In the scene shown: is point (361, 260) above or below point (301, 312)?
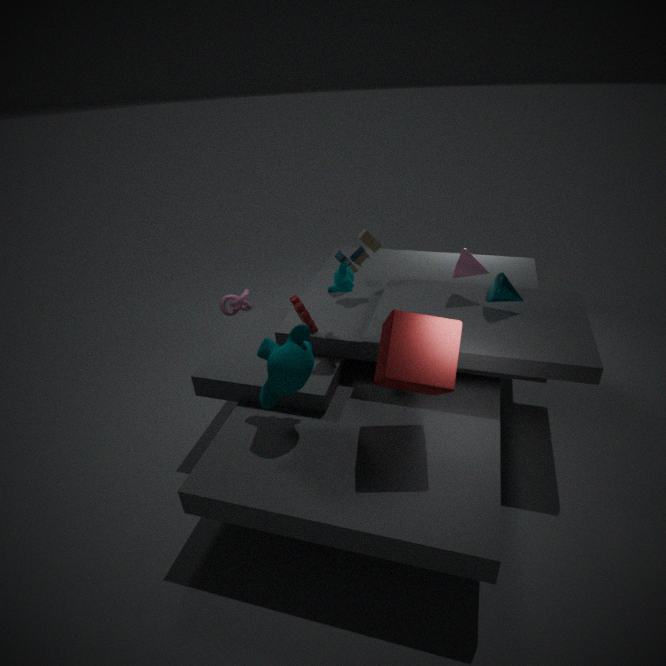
above
